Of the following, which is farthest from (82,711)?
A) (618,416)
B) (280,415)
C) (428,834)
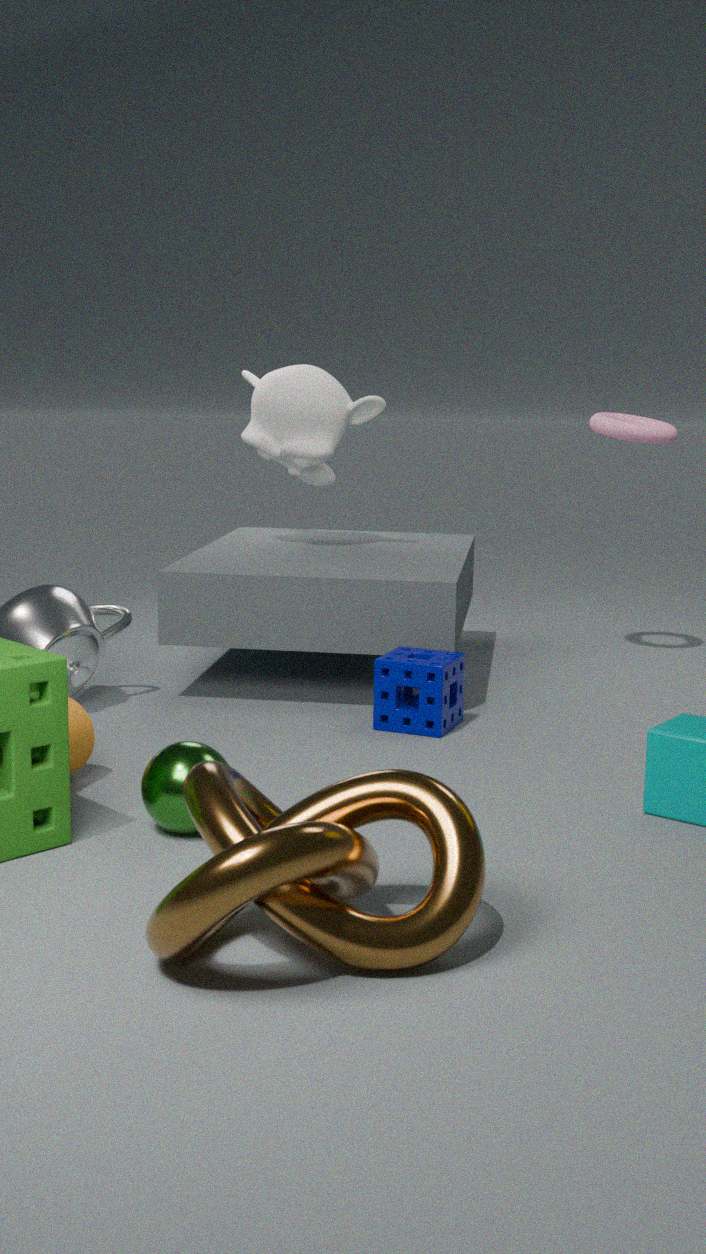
(618,416)
